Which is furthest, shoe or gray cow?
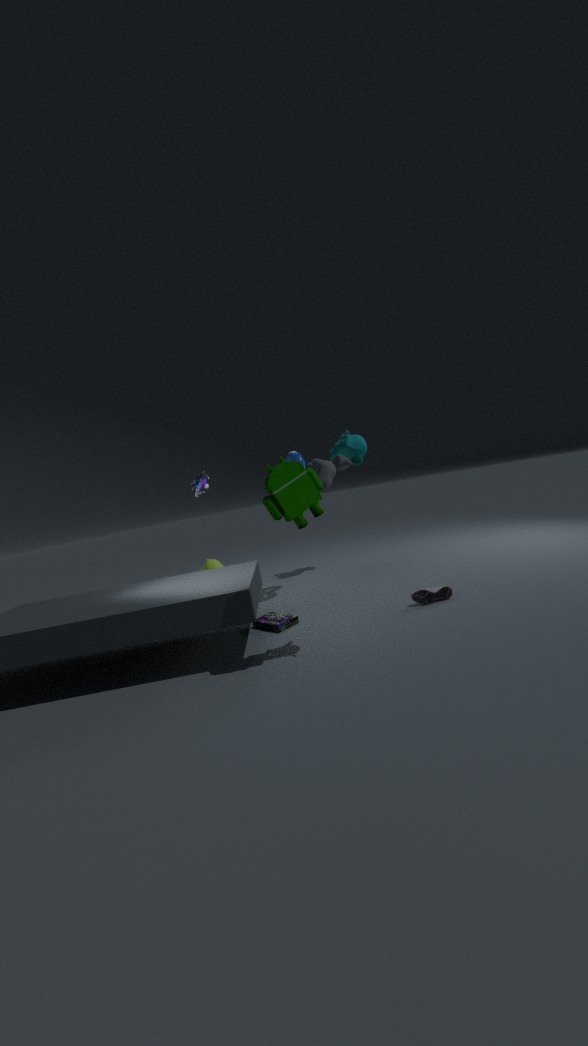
gray cow
